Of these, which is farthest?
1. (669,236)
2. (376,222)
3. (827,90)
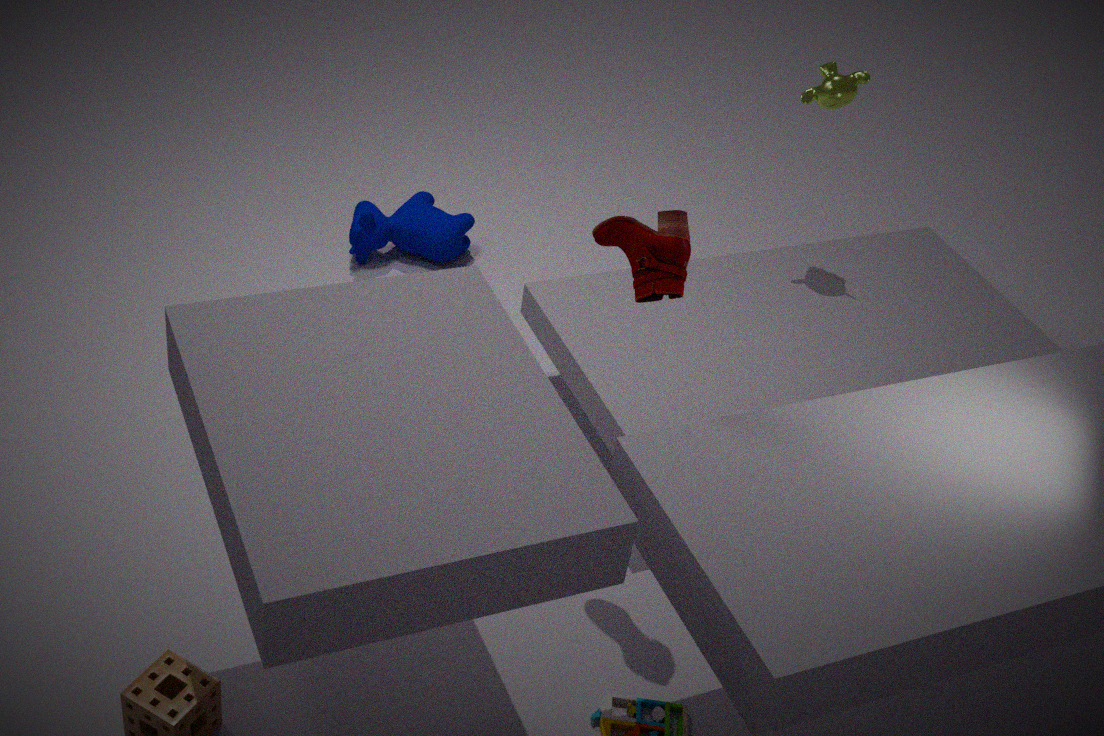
(376,222)
